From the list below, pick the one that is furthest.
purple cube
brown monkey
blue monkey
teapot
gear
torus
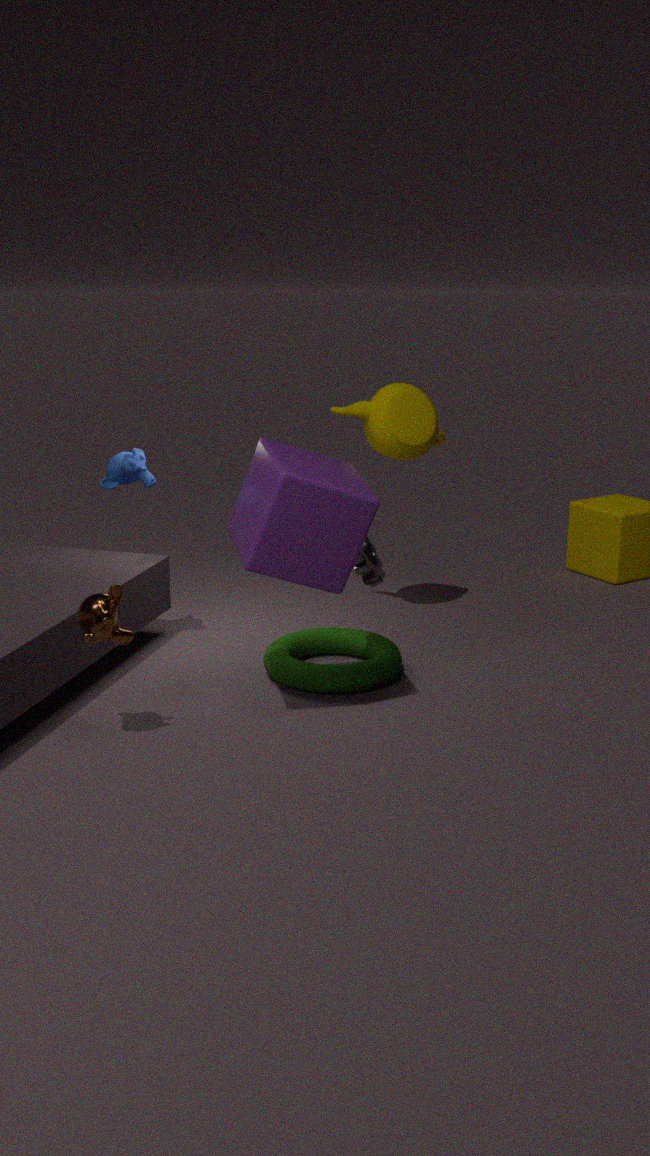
teapot
